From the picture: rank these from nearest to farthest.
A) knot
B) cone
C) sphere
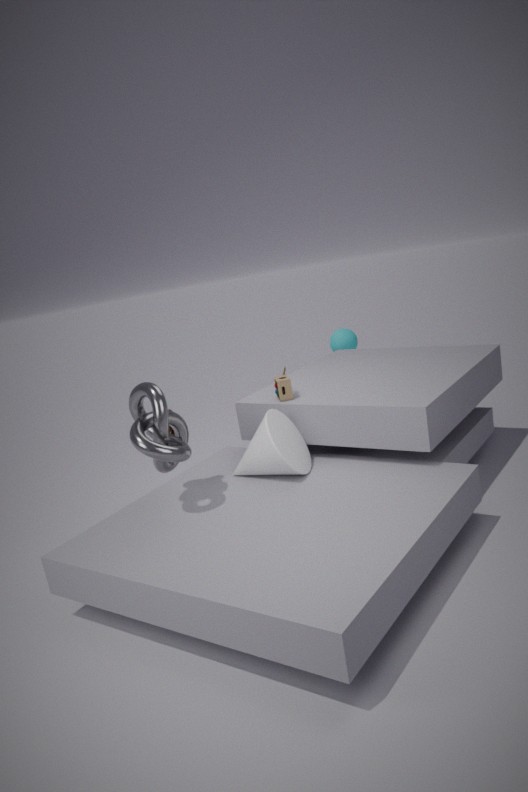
knot
cone
sphere
